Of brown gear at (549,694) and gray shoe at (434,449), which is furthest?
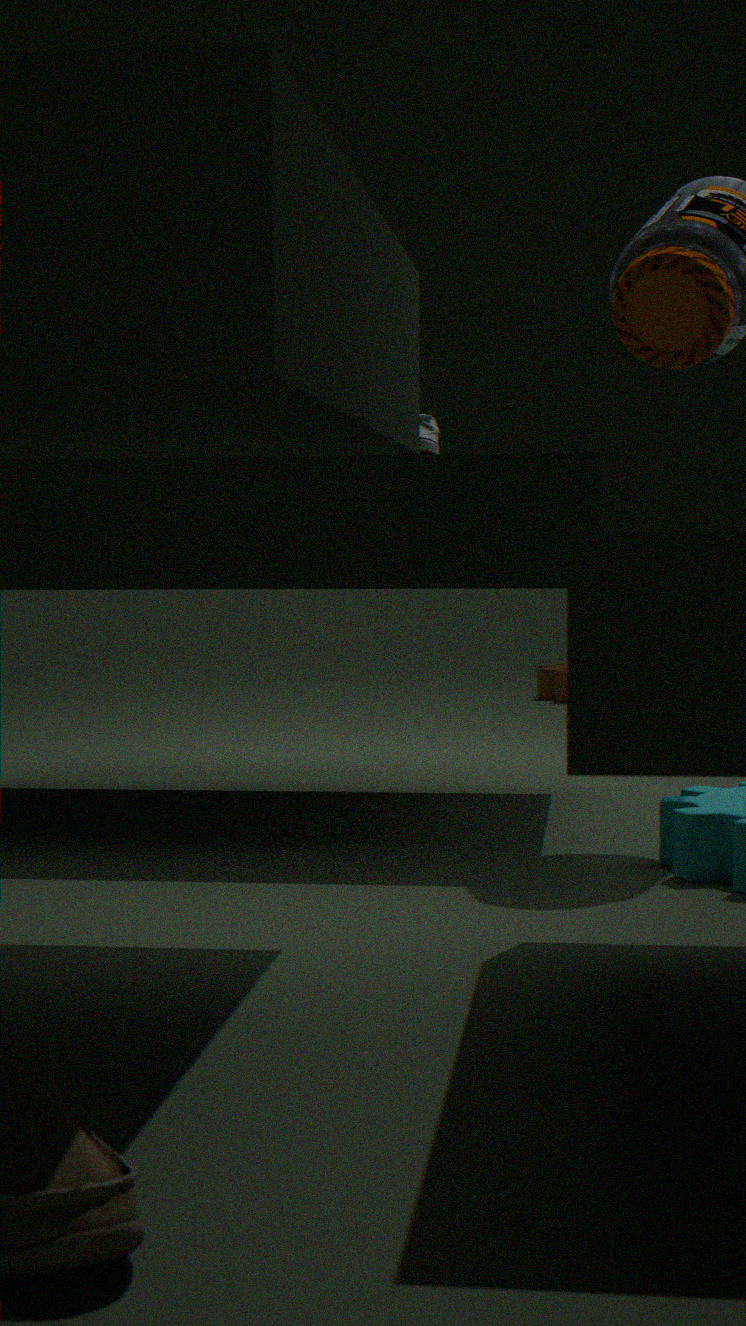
brown gear at (549,694)
